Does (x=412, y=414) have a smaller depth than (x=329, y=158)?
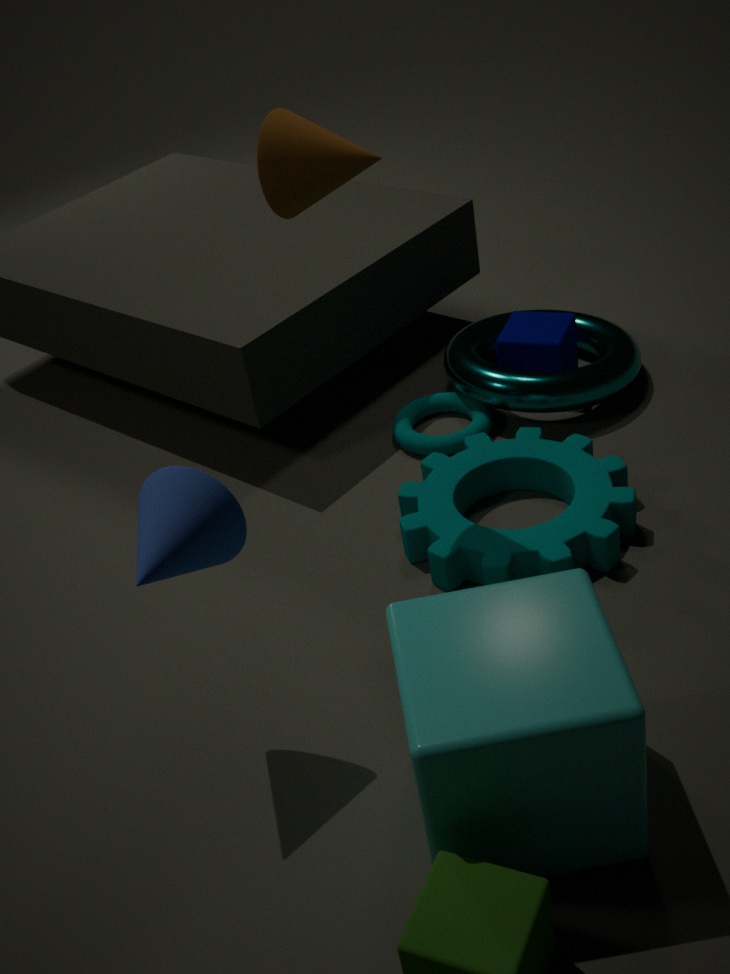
No
